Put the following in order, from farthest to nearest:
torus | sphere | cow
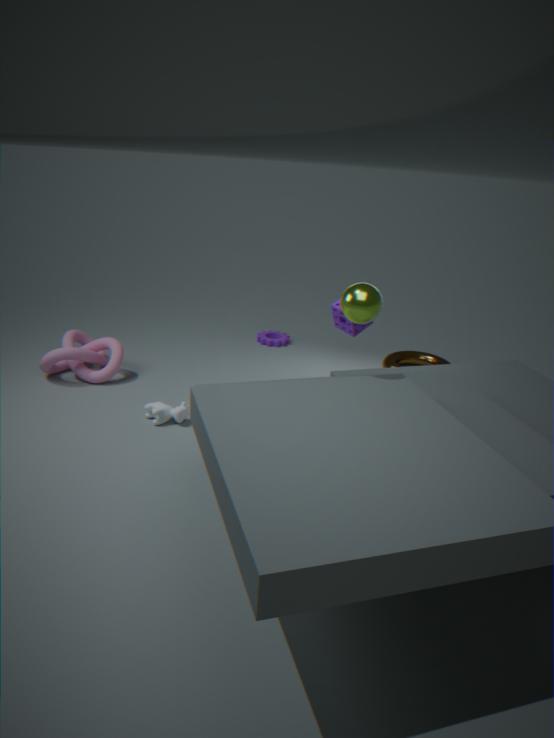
torus → cow → sphere
